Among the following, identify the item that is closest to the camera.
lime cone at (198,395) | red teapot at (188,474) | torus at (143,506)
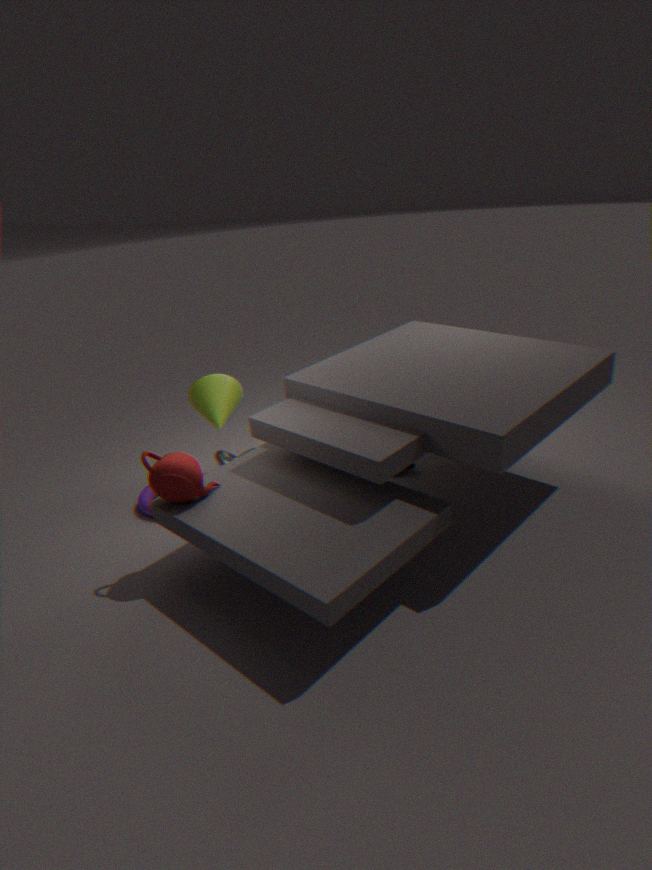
red teapot at (188,474)
